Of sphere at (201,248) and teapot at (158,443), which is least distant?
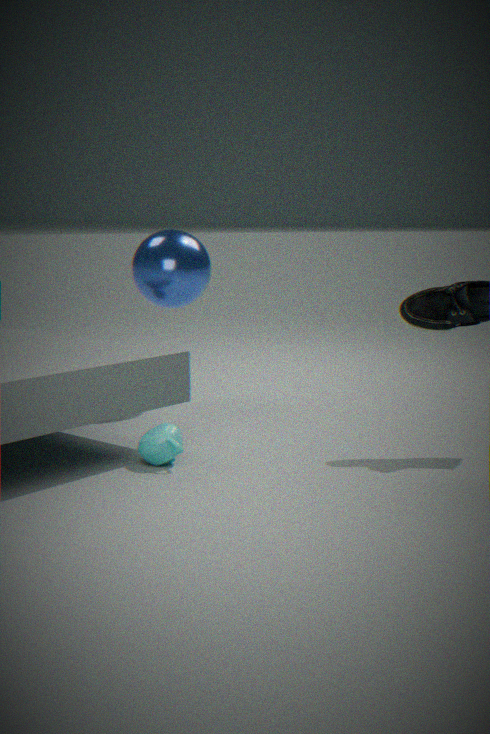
teapot at (158,443)
